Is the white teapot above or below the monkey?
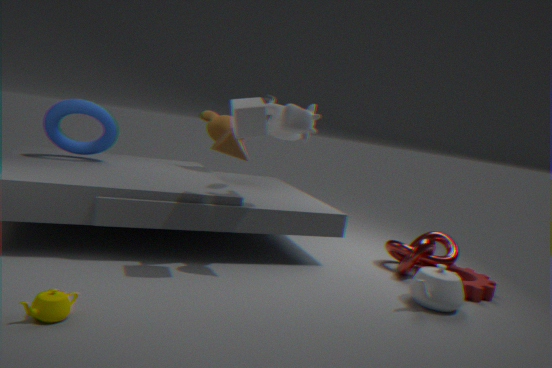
below
